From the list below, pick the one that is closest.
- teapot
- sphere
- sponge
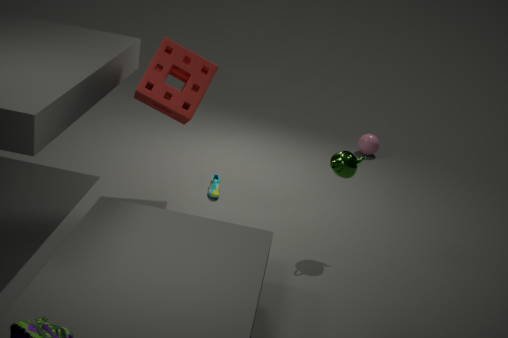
teapot
